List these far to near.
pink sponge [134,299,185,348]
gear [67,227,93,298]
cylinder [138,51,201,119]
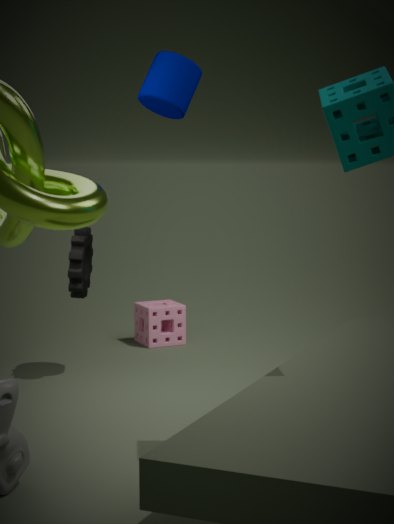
pink sponge [134,299,185,348]
gear [67,227,93,298]
cylinder [138,51,201,119]
